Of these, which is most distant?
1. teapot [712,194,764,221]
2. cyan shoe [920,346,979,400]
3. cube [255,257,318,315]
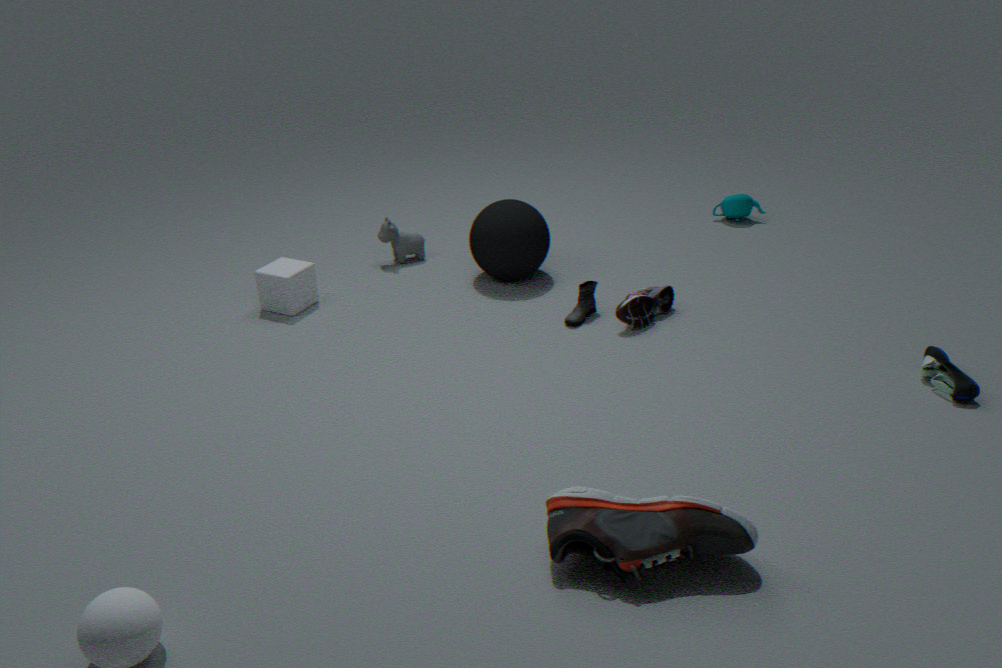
teapot [712,194,764,221]
